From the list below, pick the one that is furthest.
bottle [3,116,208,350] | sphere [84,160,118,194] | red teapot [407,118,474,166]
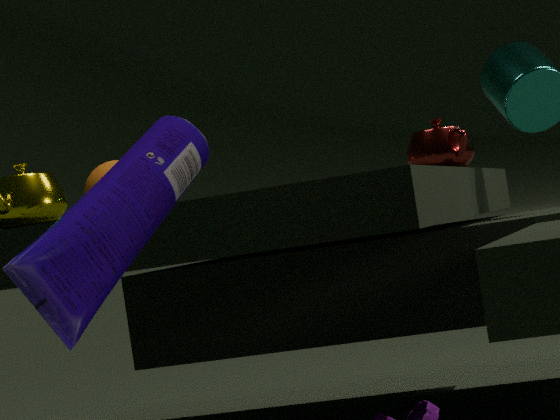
sphere [84,160,118,194]
